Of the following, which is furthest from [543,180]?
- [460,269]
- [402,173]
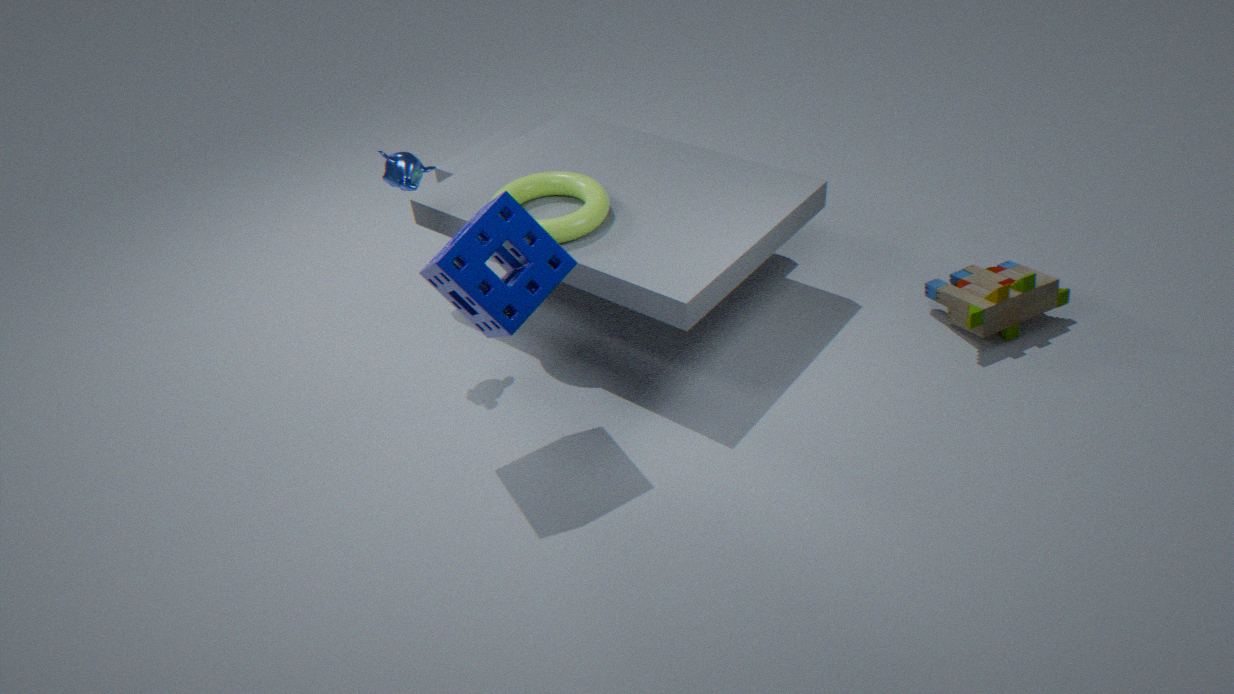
[460,269]
